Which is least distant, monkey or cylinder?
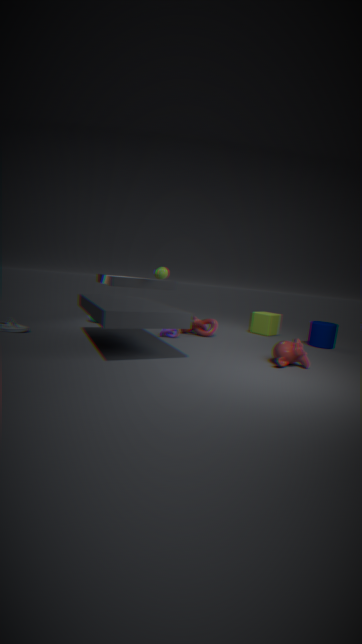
monkey
